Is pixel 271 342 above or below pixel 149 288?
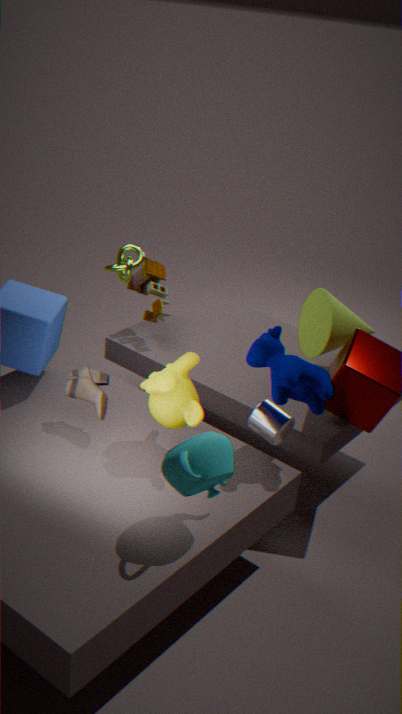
above
